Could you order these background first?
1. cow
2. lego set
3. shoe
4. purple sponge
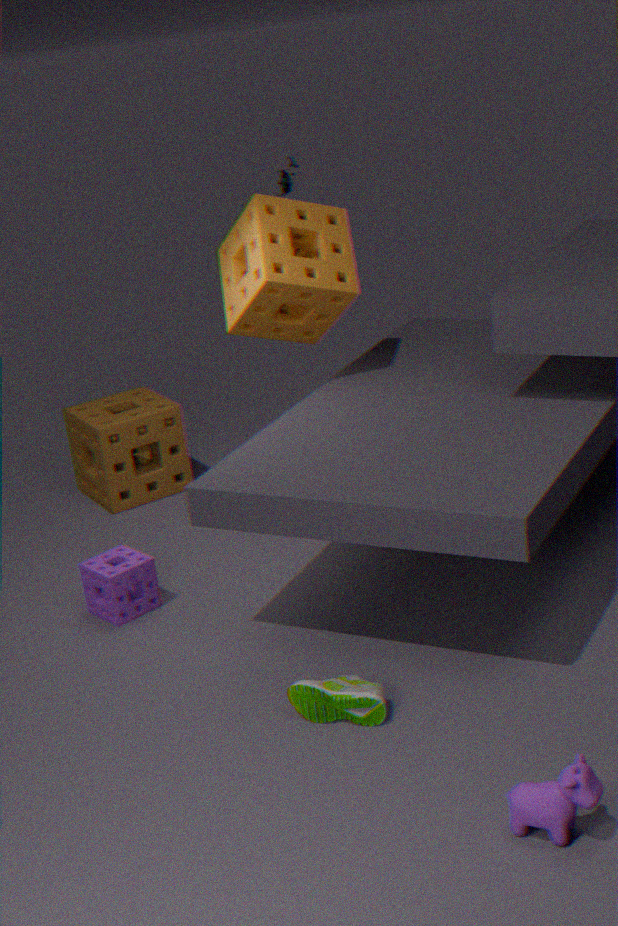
lego set → purple sponge → shoe → cow
